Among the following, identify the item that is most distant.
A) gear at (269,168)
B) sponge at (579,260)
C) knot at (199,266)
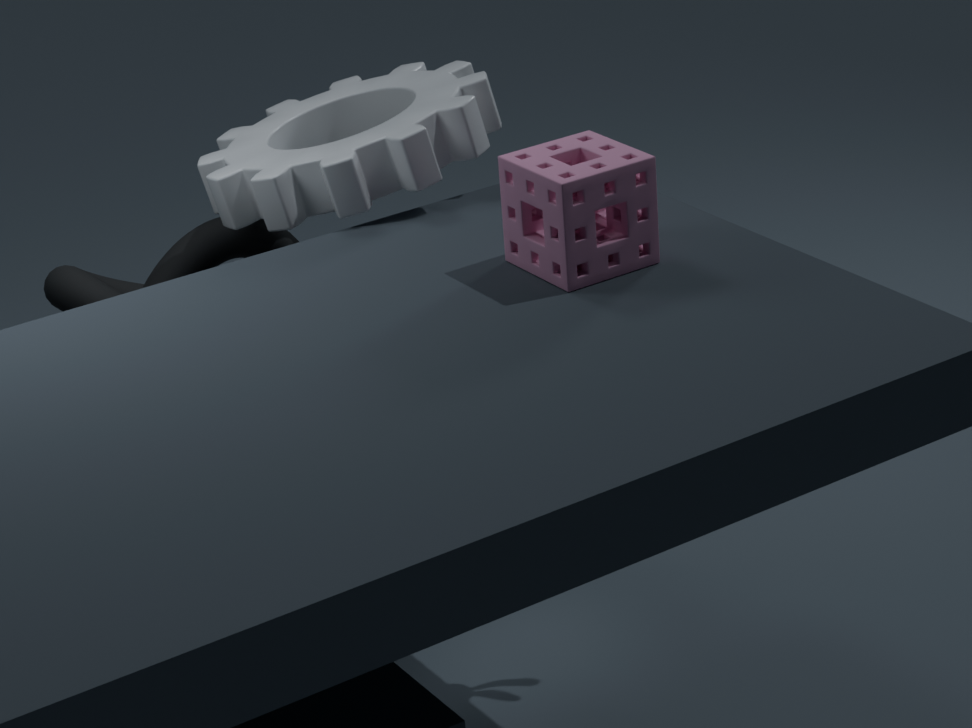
knot at (199,266)
